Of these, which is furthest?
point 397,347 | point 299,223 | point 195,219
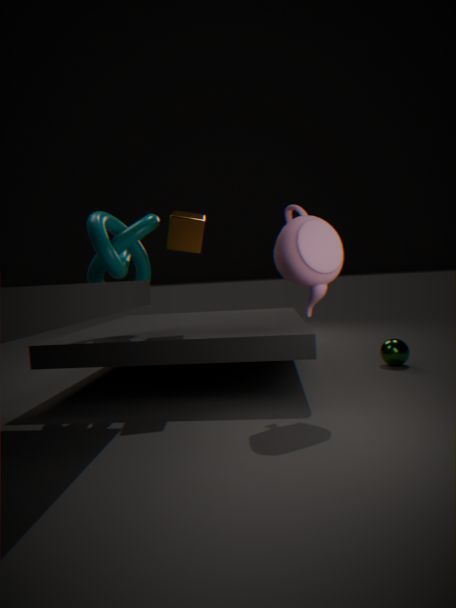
point 397,347
